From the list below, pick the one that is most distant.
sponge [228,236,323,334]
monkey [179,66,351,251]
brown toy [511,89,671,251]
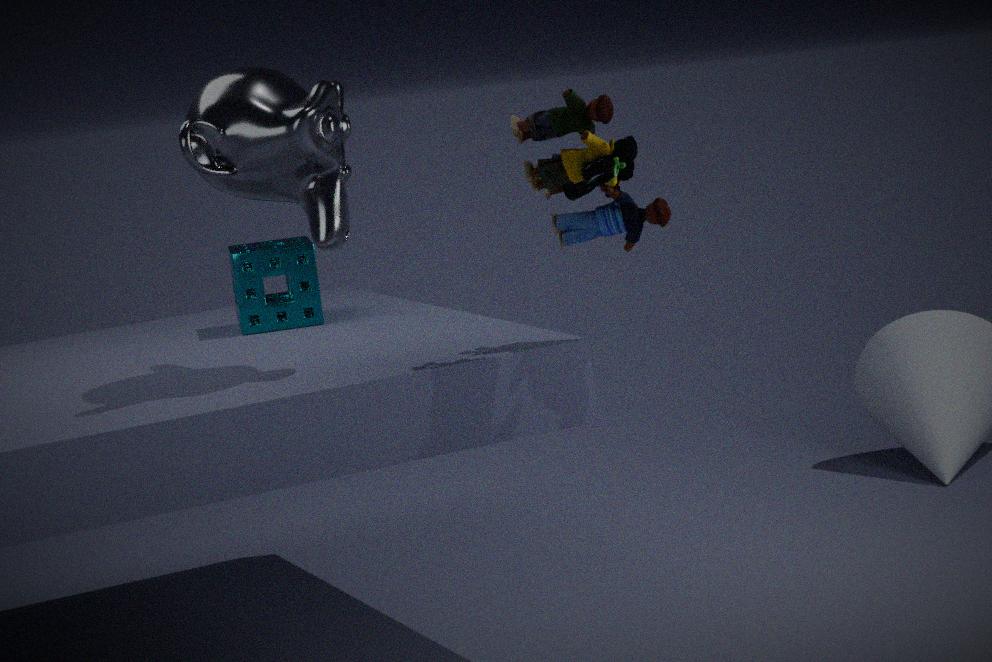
sponge [228,236,323,334]
